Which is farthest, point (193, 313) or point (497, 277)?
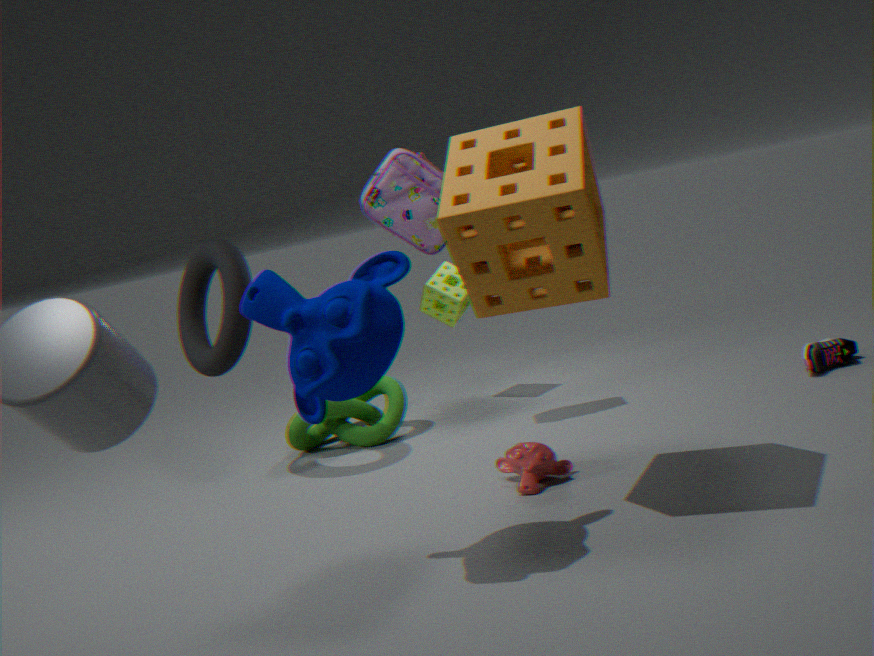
point (193, 313)
